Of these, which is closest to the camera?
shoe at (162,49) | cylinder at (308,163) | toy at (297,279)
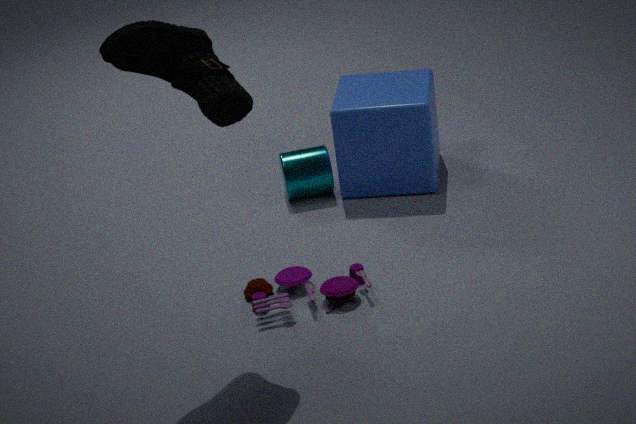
shoe at (162,49)
